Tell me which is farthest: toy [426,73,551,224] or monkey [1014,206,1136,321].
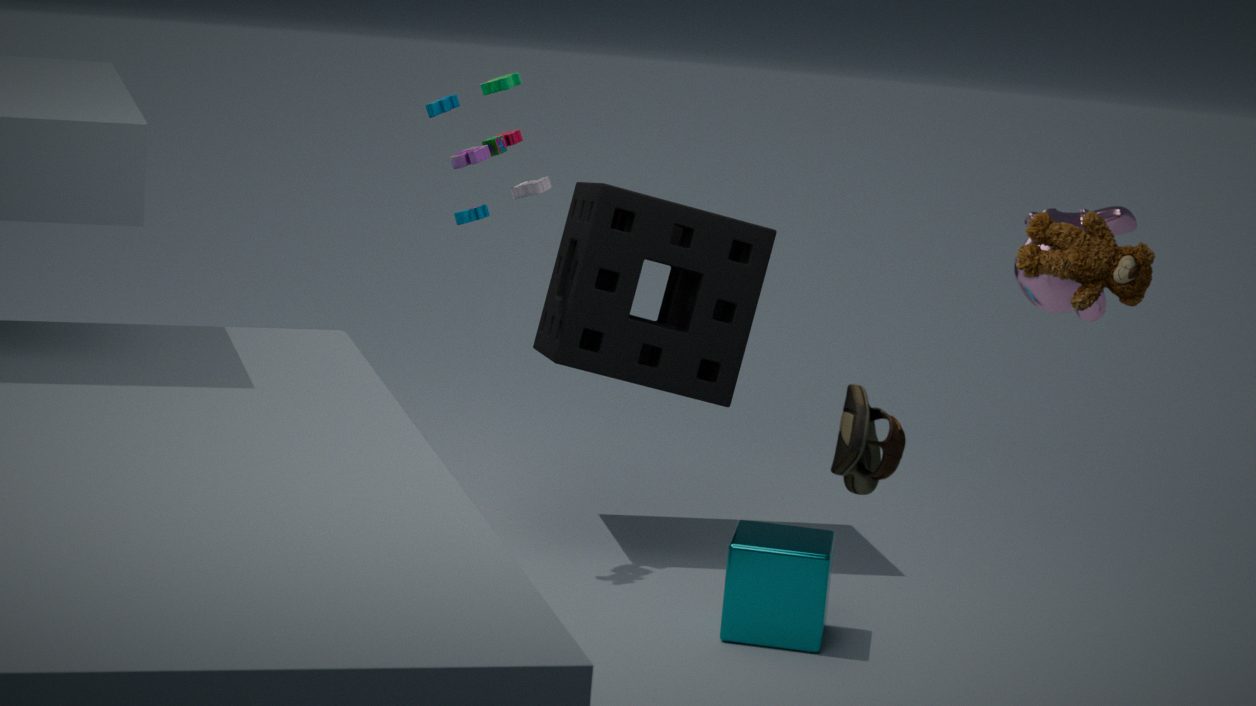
toy [426,73,551,224]
